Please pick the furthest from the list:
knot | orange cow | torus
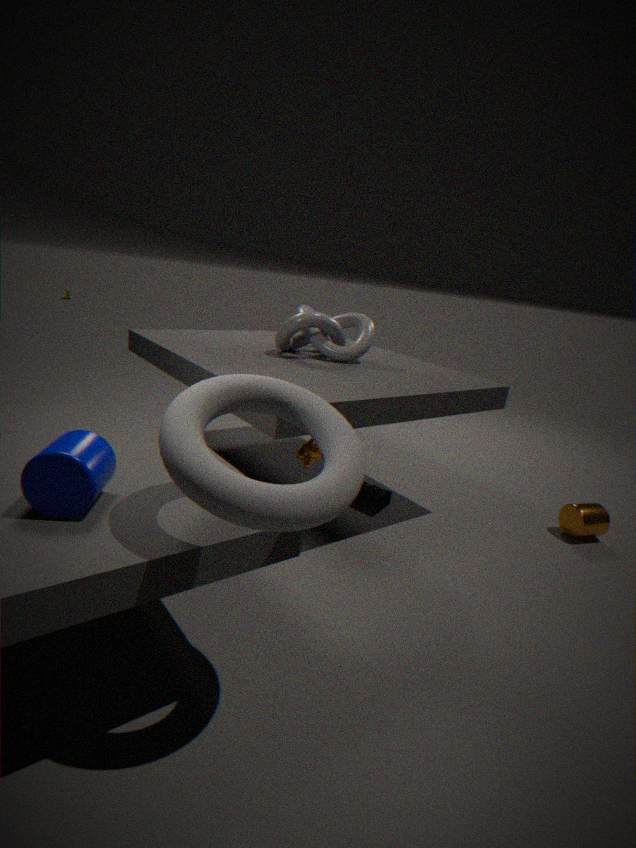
knot
